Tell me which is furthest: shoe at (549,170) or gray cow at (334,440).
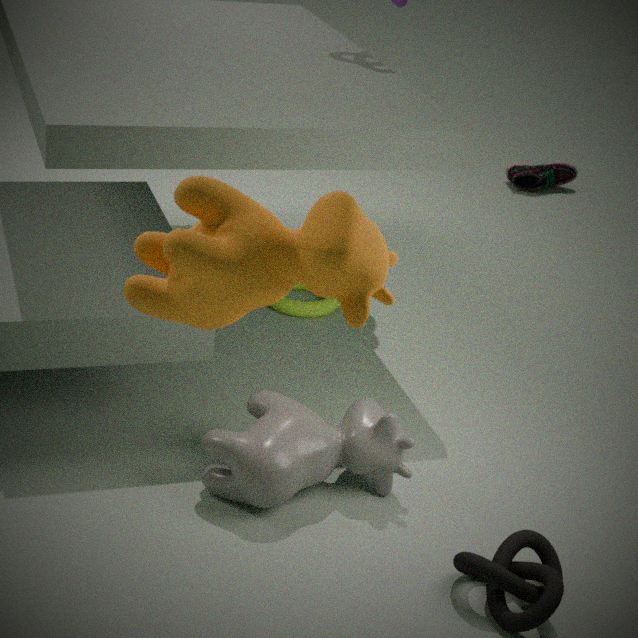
shoe at (549,170)
